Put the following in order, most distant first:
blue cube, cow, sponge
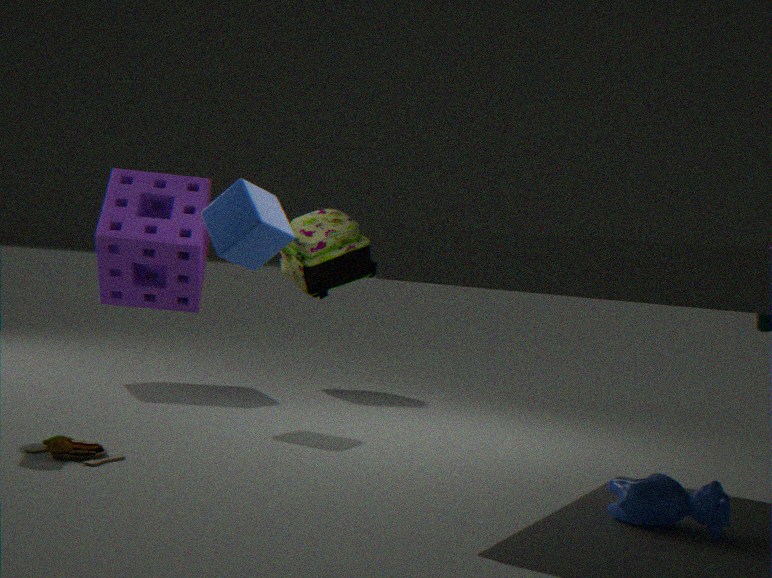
sponge → blue cube → cow
